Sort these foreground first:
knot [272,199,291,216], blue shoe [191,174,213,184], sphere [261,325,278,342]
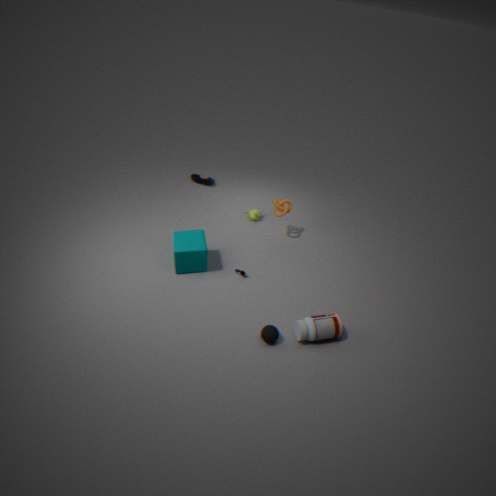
sphere [261,325,278,342], knot [272,199,291,216], blue shoe [191,174,213,184]
